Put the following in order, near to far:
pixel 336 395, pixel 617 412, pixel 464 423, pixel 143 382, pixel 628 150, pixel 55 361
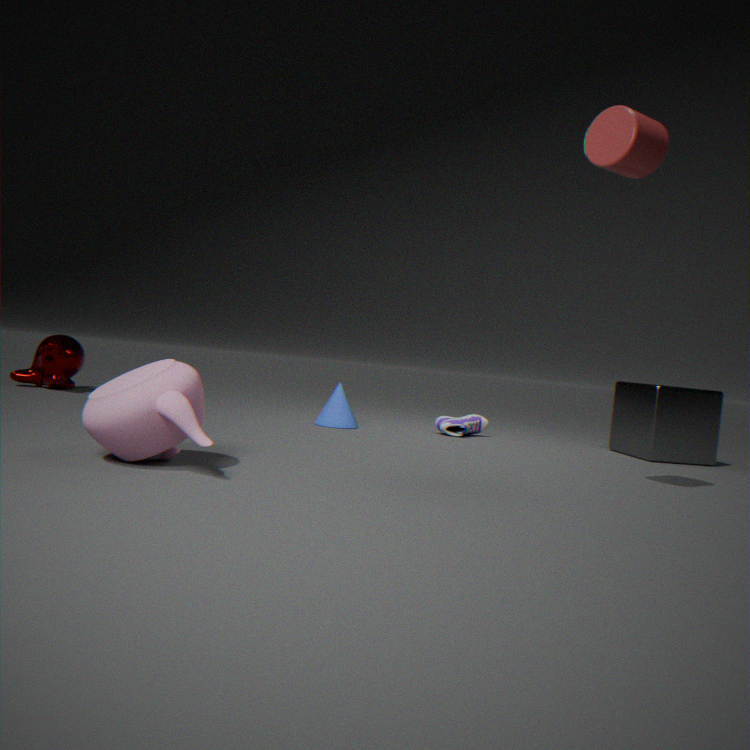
pixel 143 382 < pixel 628 150 < pixel 336 395 < pixel 464 423 < pixel 617 412 < pixel 55 361
